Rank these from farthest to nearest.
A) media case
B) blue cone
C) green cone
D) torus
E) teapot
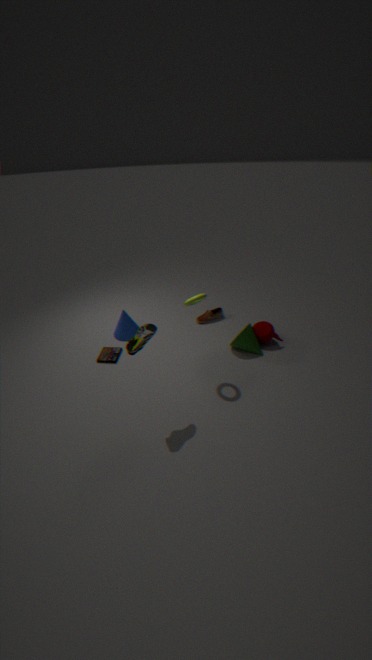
blue cone
teapot
media case
green cone
torus
